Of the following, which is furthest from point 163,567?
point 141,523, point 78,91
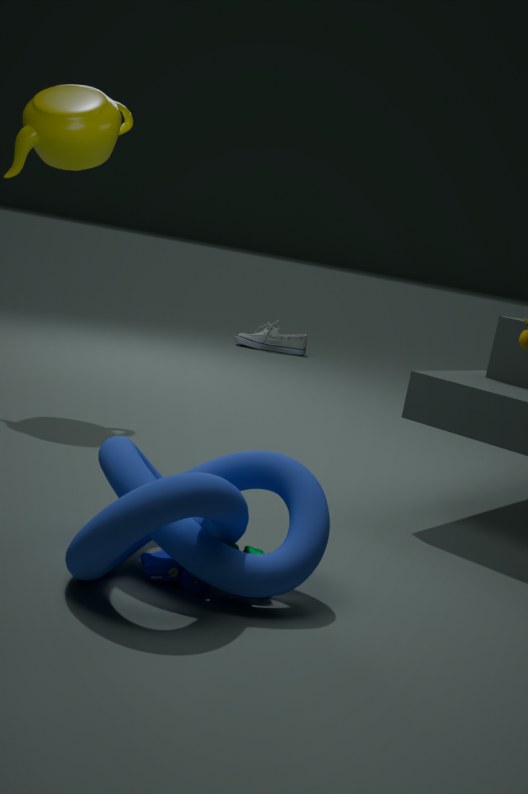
point 78,91
